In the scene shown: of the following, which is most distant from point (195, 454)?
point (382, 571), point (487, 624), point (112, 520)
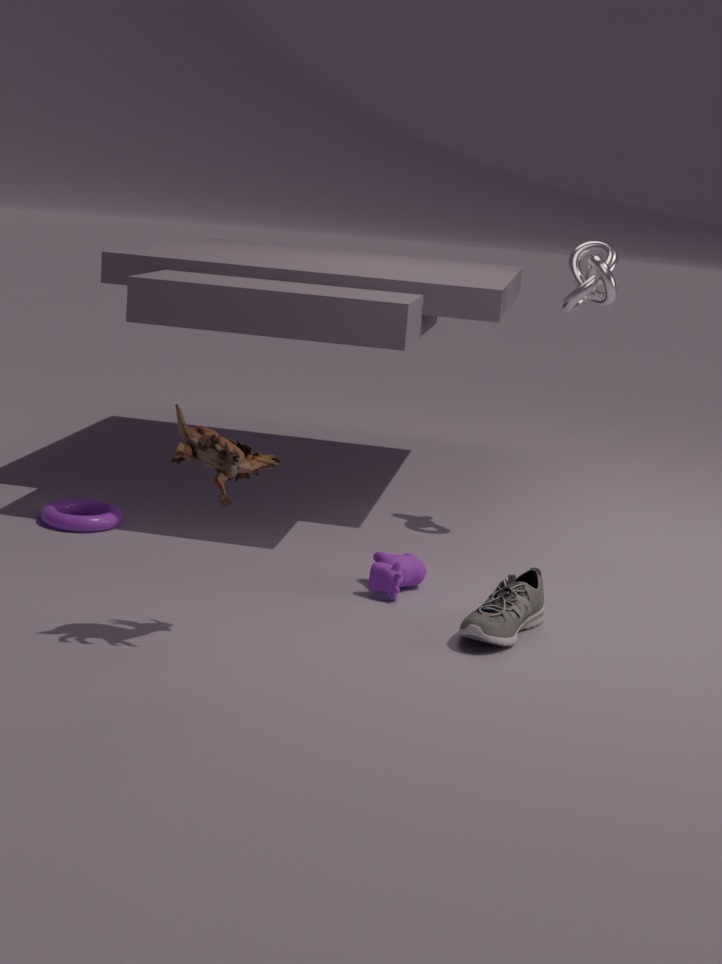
point (112, 520)
